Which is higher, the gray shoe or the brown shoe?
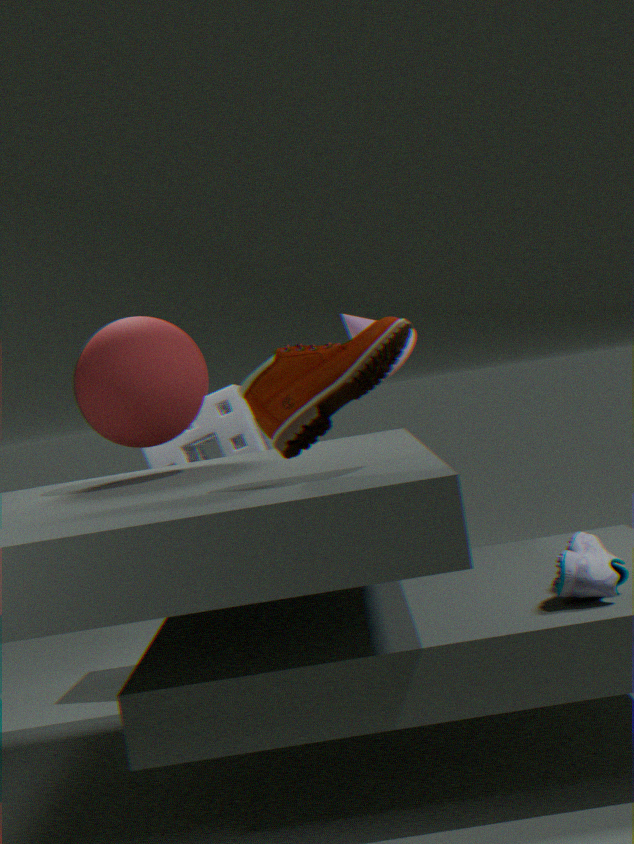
the brown shoe
